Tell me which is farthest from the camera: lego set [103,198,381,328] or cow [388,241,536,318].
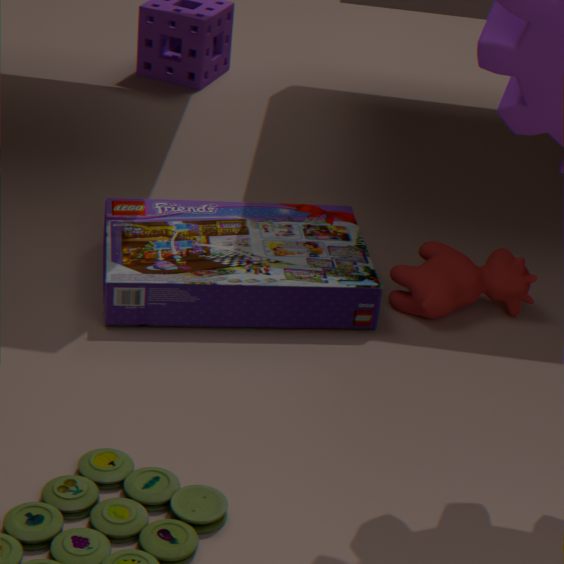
cow [388,241,536,318]
